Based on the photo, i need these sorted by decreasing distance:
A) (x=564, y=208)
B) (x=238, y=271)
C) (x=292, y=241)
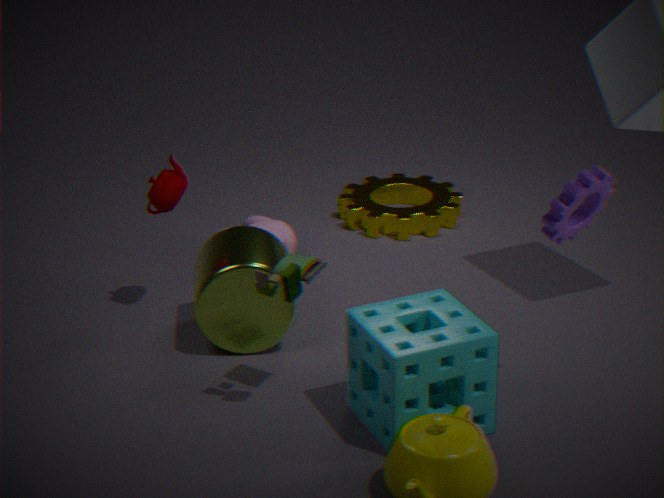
(x=292, y=241) < (x=238, y=271) < (x=564, y=208)
